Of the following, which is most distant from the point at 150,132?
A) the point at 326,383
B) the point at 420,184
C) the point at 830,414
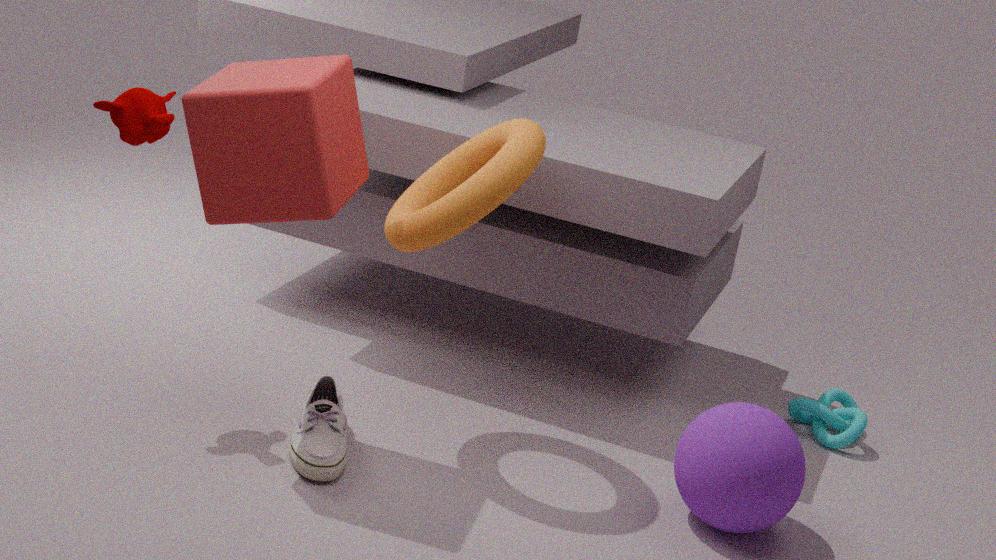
the point at 830,414
